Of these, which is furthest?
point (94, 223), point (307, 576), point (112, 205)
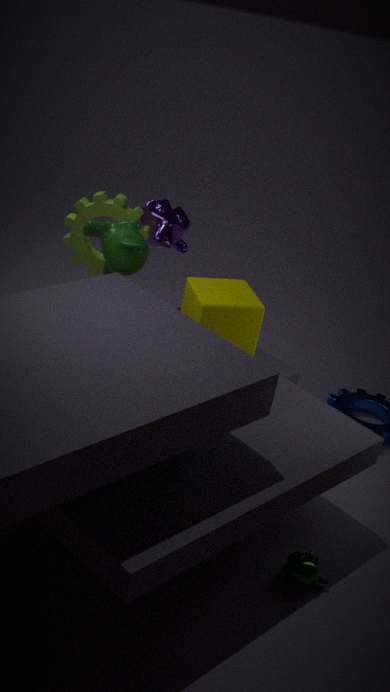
point (112, 205)
